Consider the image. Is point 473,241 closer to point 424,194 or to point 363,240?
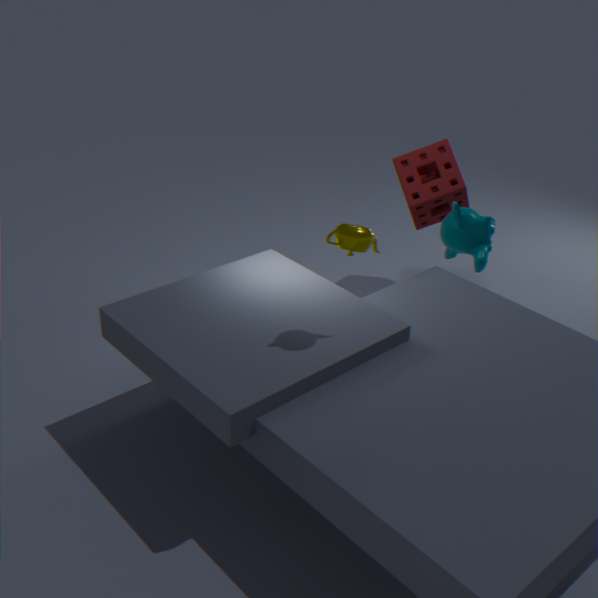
point 424,194
